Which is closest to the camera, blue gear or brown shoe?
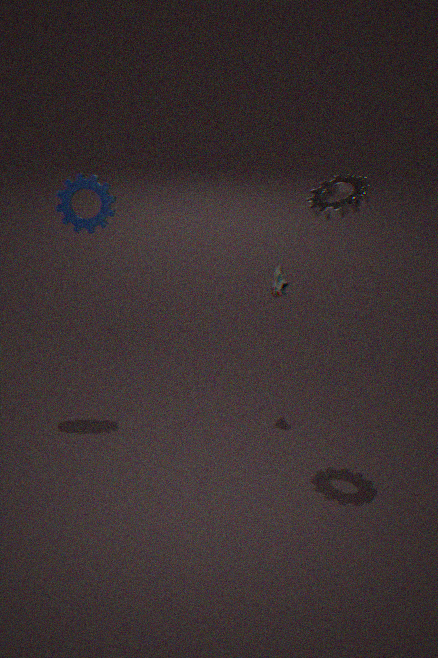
blue gear
